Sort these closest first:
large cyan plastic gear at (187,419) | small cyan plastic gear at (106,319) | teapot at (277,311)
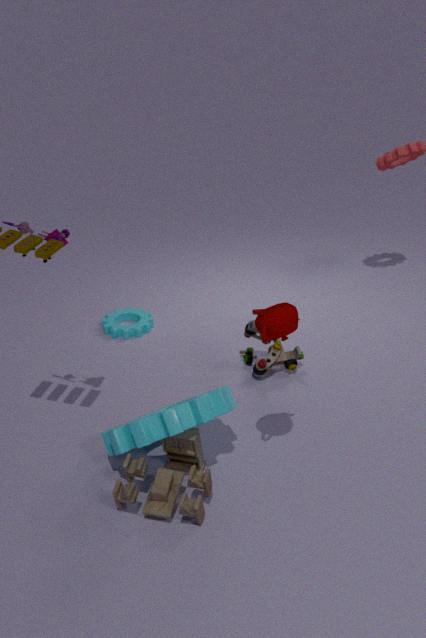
teapot at (277,311)
large cyan plastic gear at (187,419)
small cyan plastic gear at (106,319)
